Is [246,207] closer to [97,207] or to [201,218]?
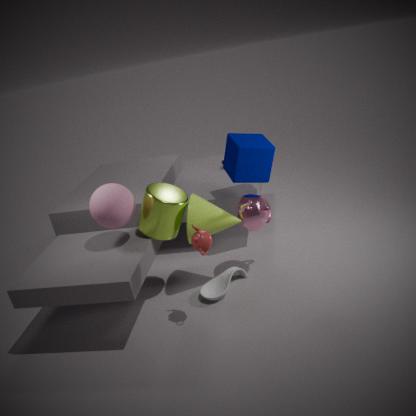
[201,218]
